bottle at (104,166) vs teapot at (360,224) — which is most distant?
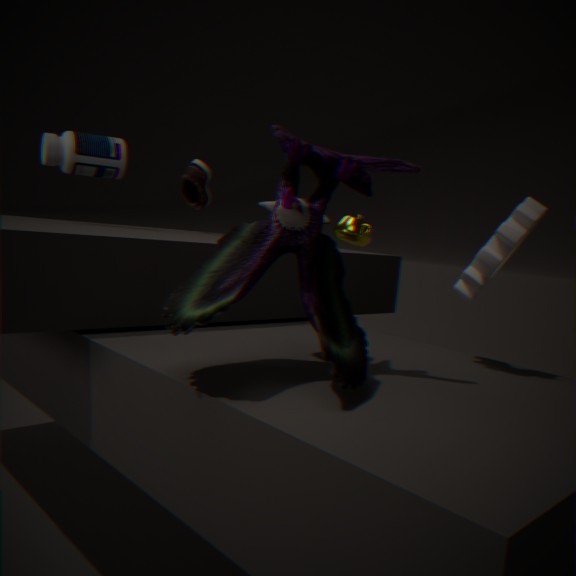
teapot at (360,224)
